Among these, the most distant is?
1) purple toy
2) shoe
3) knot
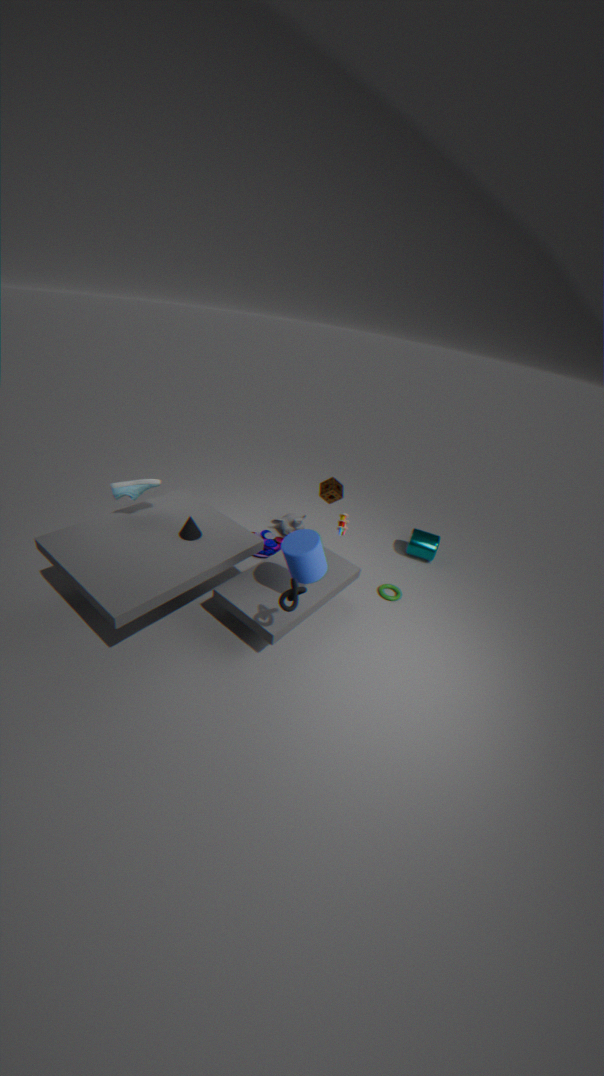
1. purple toy
